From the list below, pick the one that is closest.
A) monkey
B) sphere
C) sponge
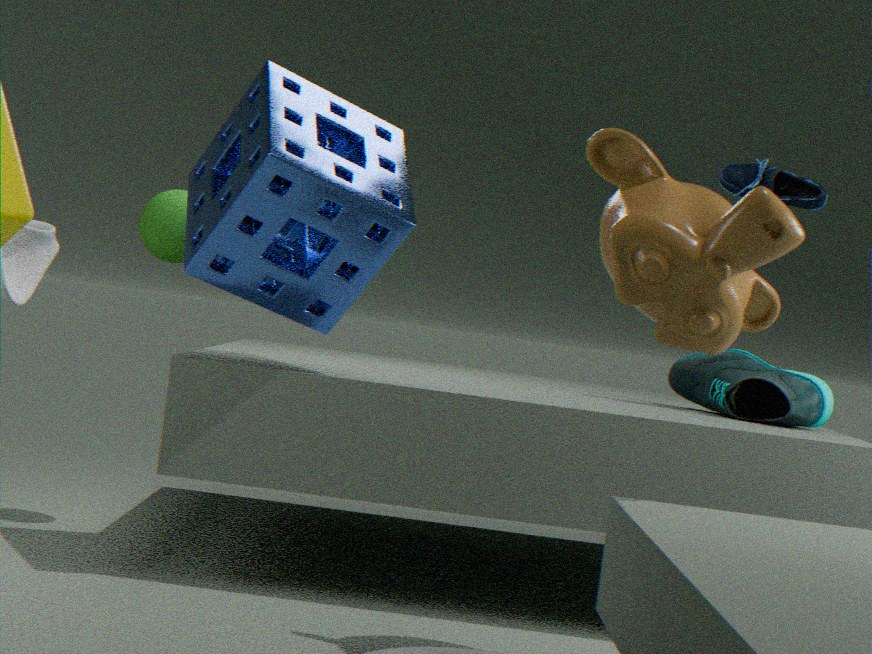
monkey
